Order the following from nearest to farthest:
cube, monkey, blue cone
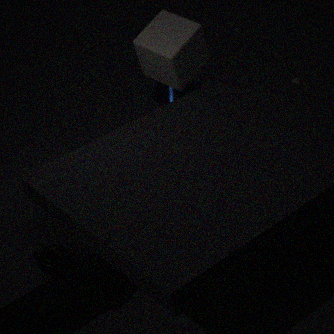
monkey
cube
blue cone
